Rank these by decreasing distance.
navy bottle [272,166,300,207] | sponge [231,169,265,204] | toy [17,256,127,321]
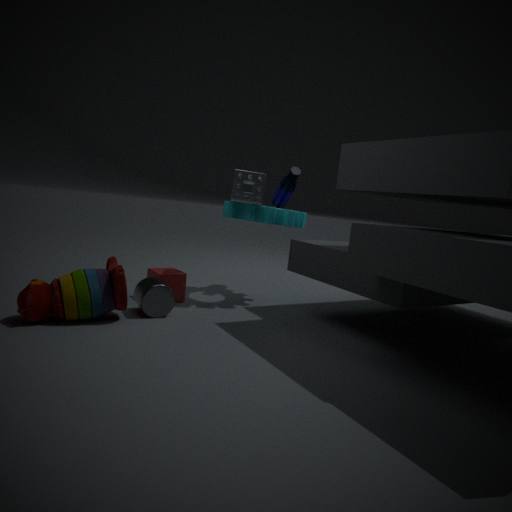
navy bottle [272,166,300,207] → sponge [231,169,265,204] → toy [17,256,127,321]
